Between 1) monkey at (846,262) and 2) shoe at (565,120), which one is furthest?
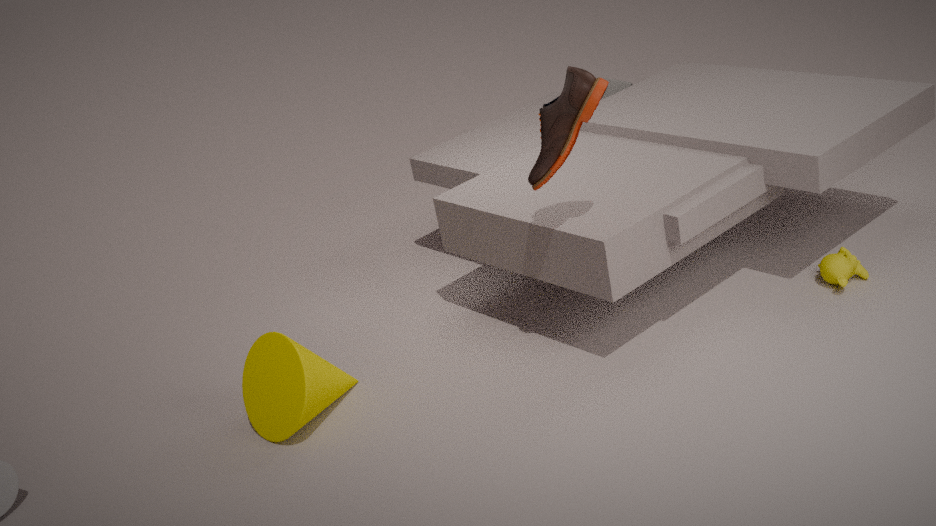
1. monkey at (846,262)
